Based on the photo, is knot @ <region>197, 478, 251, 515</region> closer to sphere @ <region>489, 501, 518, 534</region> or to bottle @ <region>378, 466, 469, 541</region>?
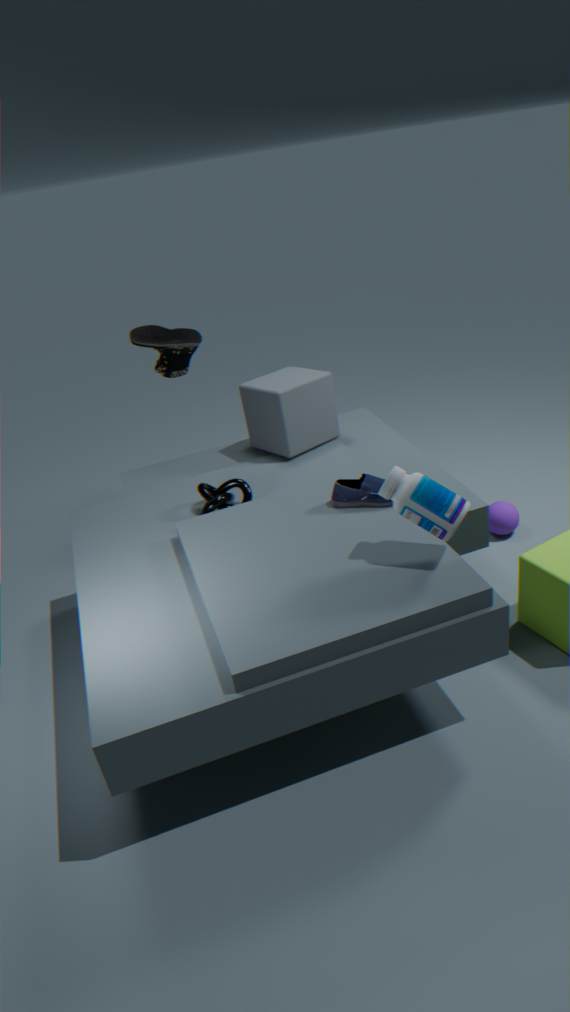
bottle @ <region>378, 466, 469, 541</region>
